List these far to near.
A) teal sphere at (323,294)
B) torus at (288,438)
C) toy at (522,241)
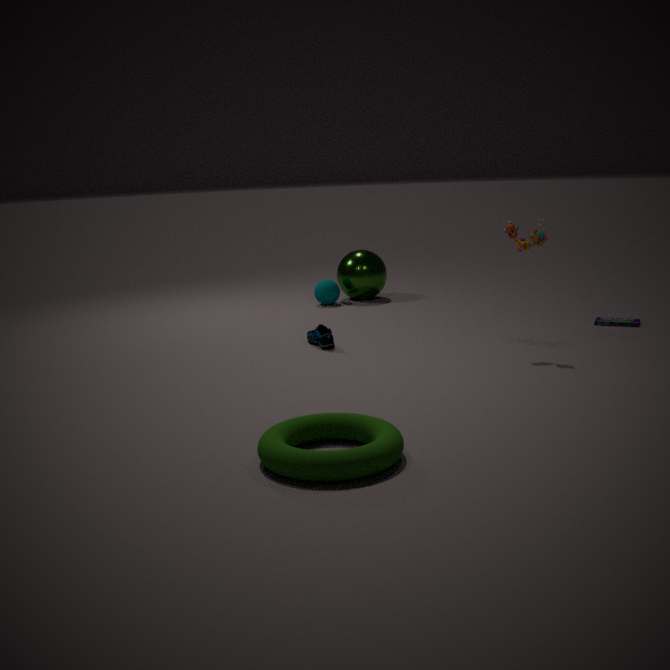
teal sphere at (323,294), toy at (522,241), torus at (288,438)
